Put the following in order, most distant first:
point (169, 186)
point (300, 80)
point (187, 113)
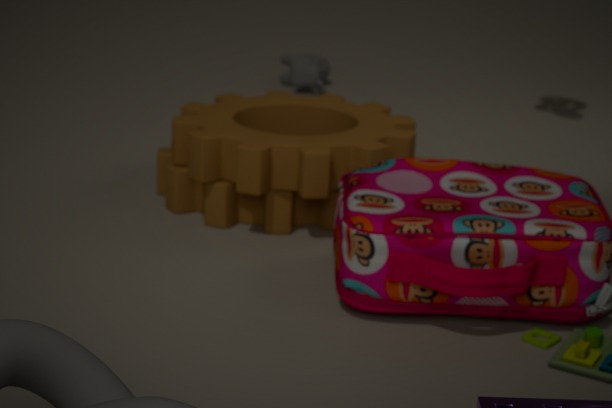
point (300, 80) < point (187, 113) < point (169, 186)
